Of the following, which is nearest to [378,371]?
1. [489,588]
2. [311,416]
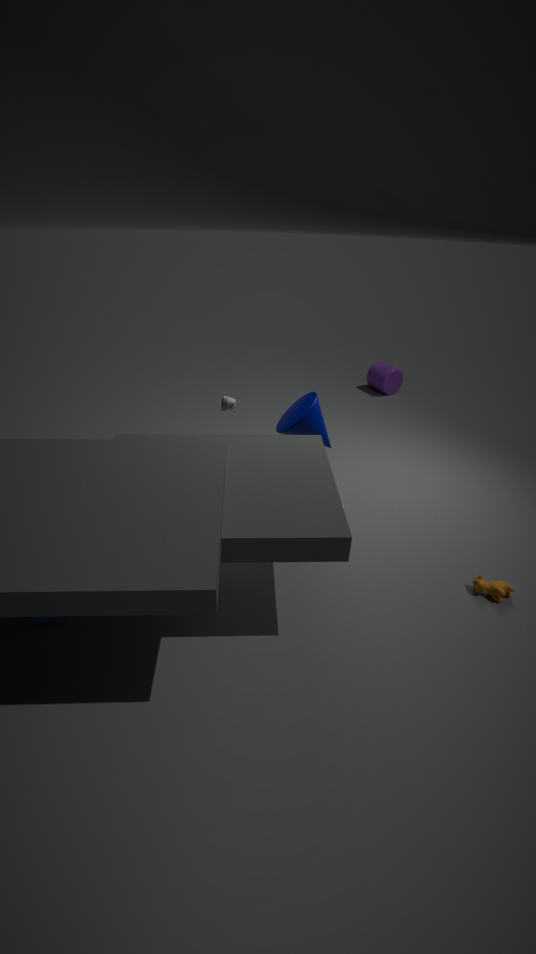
[311,416]
